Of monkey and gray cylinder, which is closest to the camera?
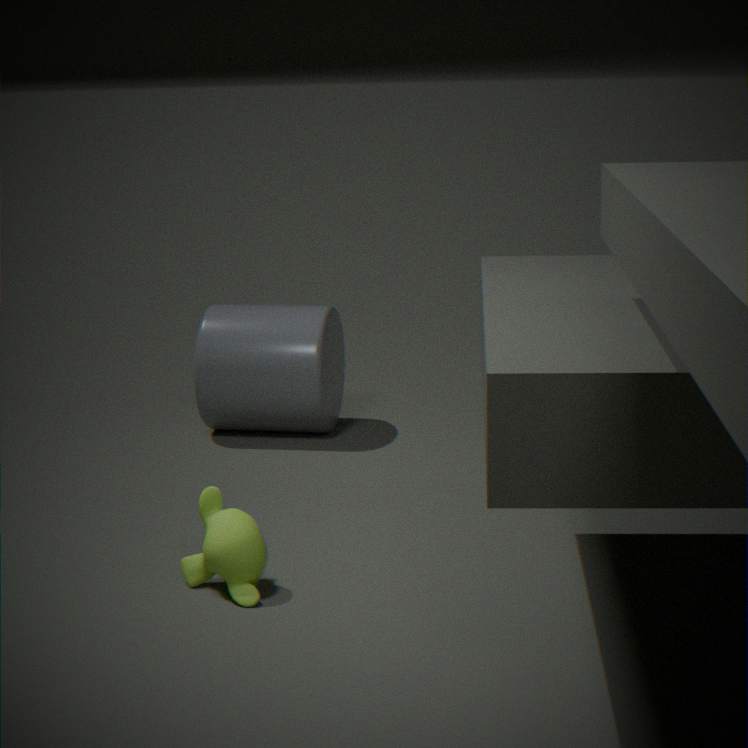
monkey
